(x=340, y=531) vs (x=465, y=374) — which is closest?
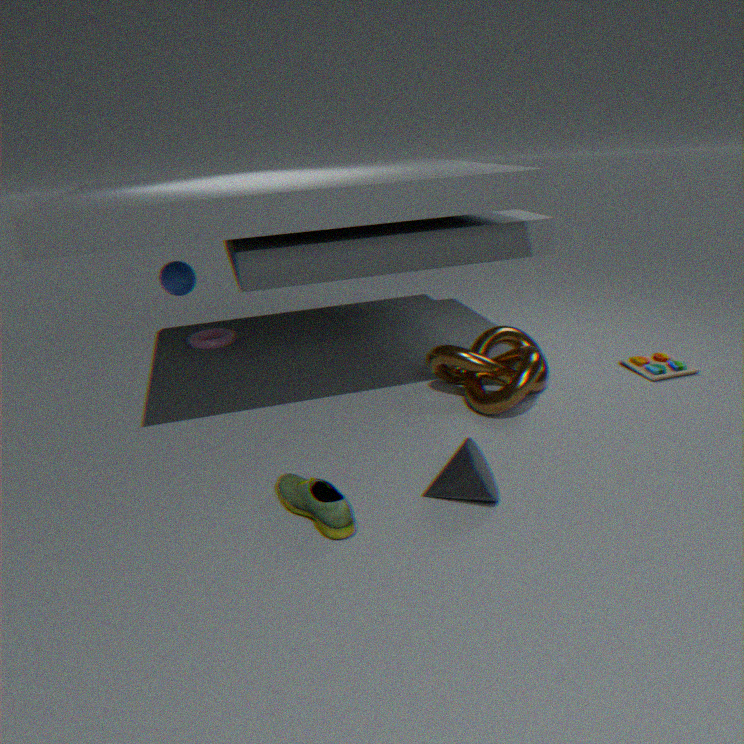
(x=340, y=531)
